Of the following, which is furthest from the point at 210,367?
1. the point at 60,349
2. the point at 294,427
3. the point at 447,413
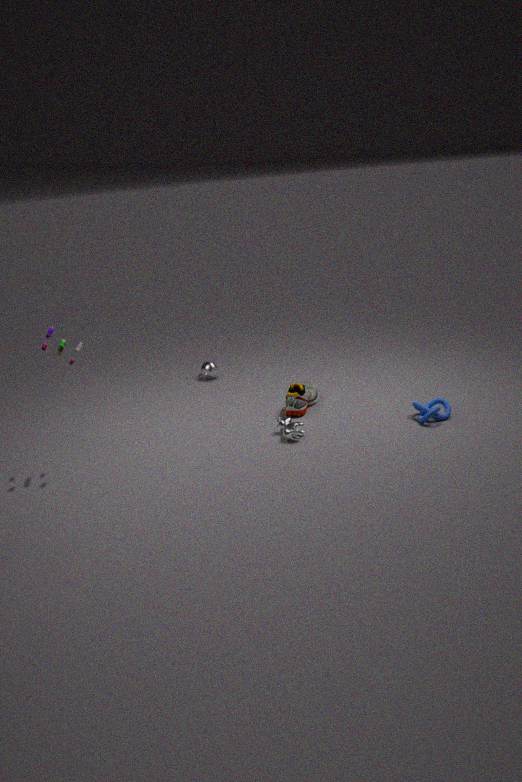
the point at 447,413
